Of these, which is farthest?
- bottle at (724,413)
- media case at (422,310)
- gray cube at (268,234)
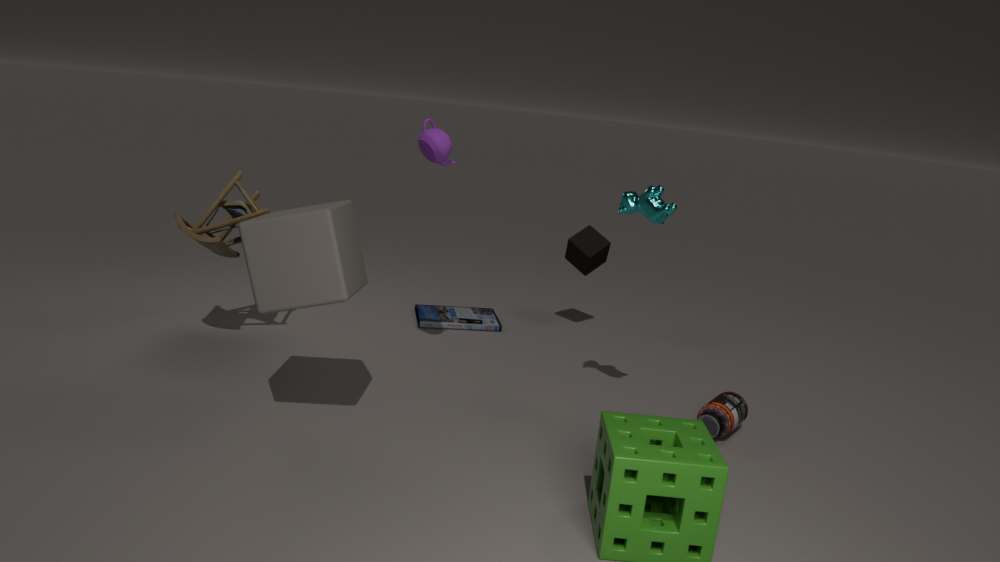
media case at (422,310)
